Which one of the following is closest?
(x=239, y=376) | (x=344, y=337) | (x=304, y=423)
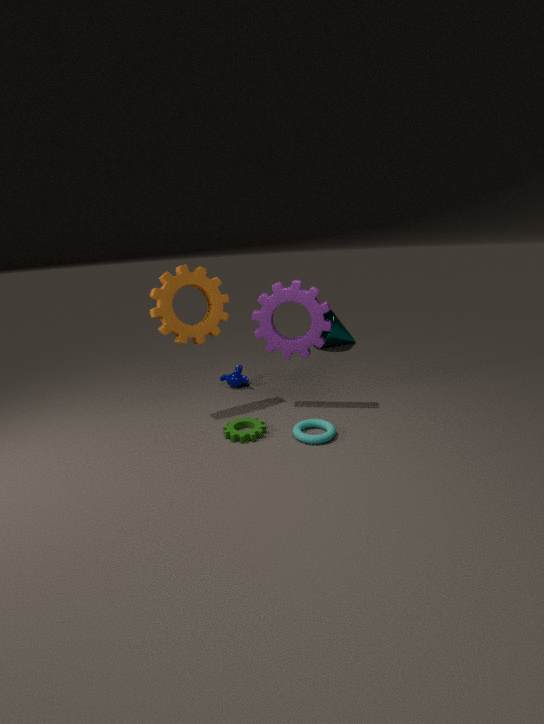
(x=304, y=423)
